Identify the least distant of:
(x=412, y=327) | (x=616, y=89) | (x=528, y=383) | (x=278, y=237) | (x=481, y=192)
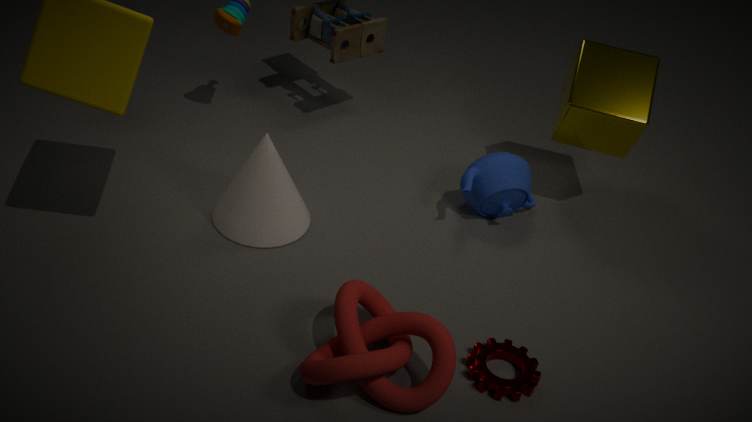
(x=412, y=327)
